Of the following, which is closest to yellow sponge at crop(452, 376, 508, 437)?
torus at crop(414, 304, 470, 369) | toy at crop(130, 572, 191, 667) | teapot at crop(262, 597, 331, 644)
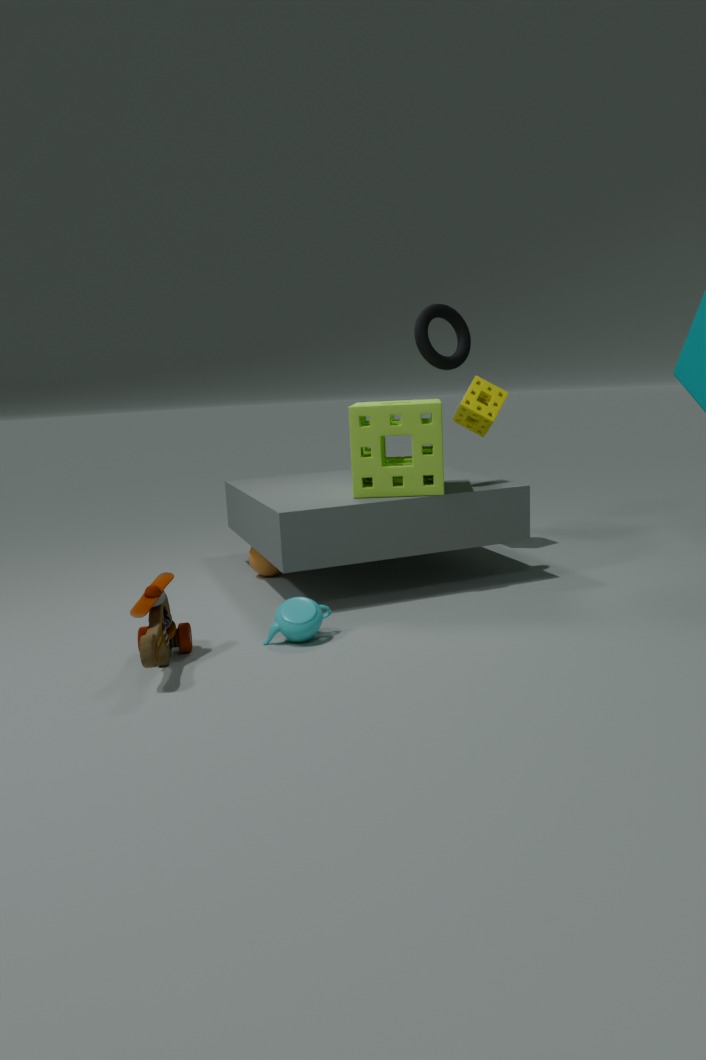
torus at crop(414, 304, 470, 369)
